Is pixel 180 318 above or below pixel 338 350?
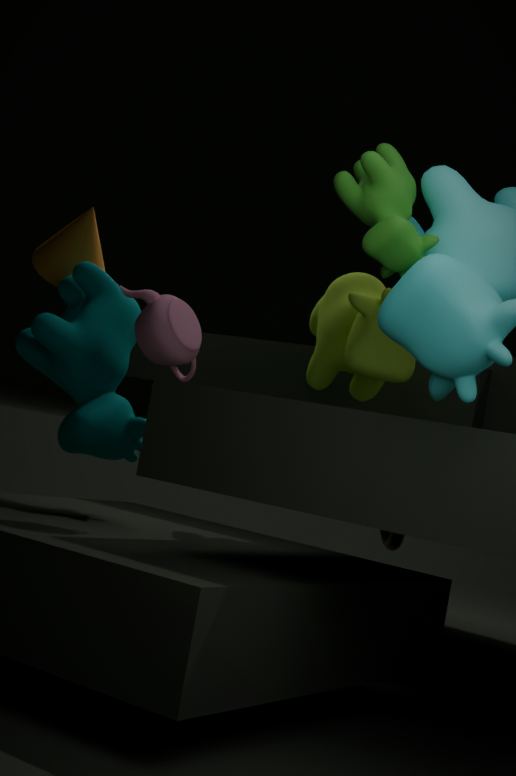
below
